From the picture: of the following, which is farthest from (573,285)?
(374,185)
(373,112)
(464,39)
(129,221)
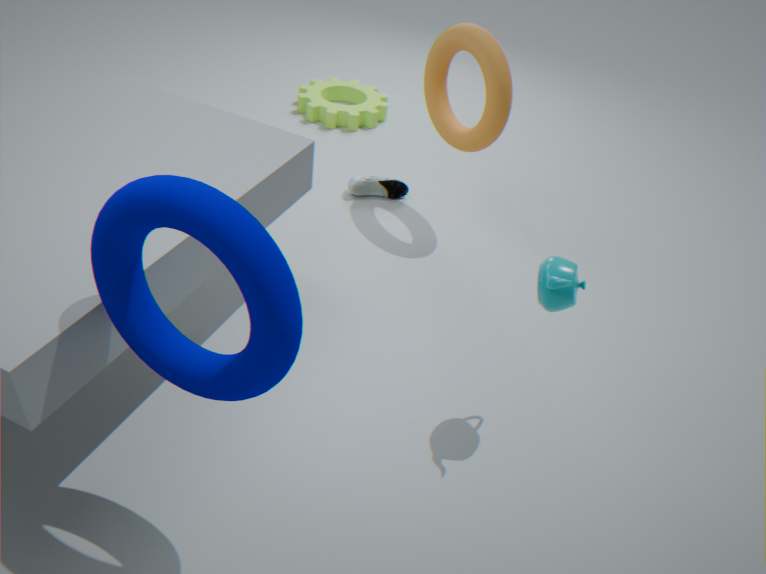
(373,112)
